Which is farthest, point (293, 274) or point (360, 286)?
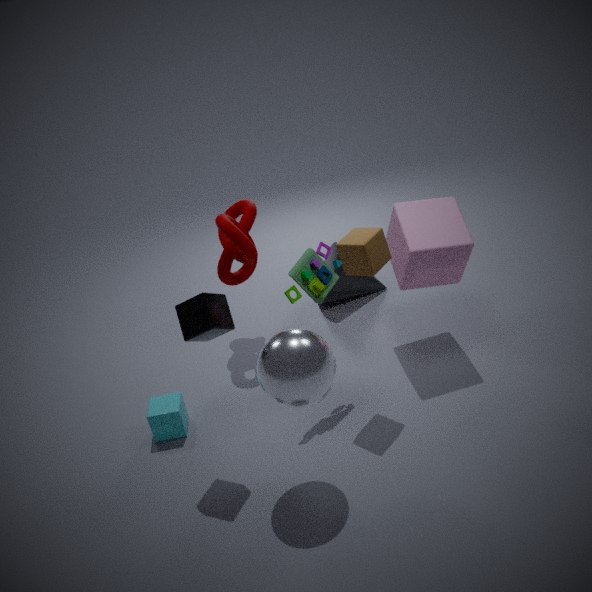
point (360, 286)
